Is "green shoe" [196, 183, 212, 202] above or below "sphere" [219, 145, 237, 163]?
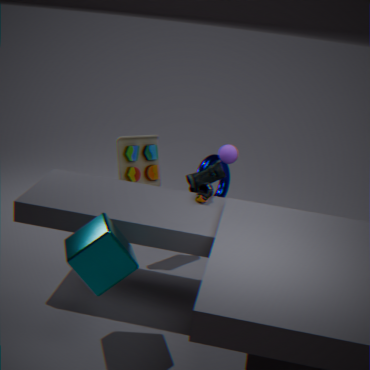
below
